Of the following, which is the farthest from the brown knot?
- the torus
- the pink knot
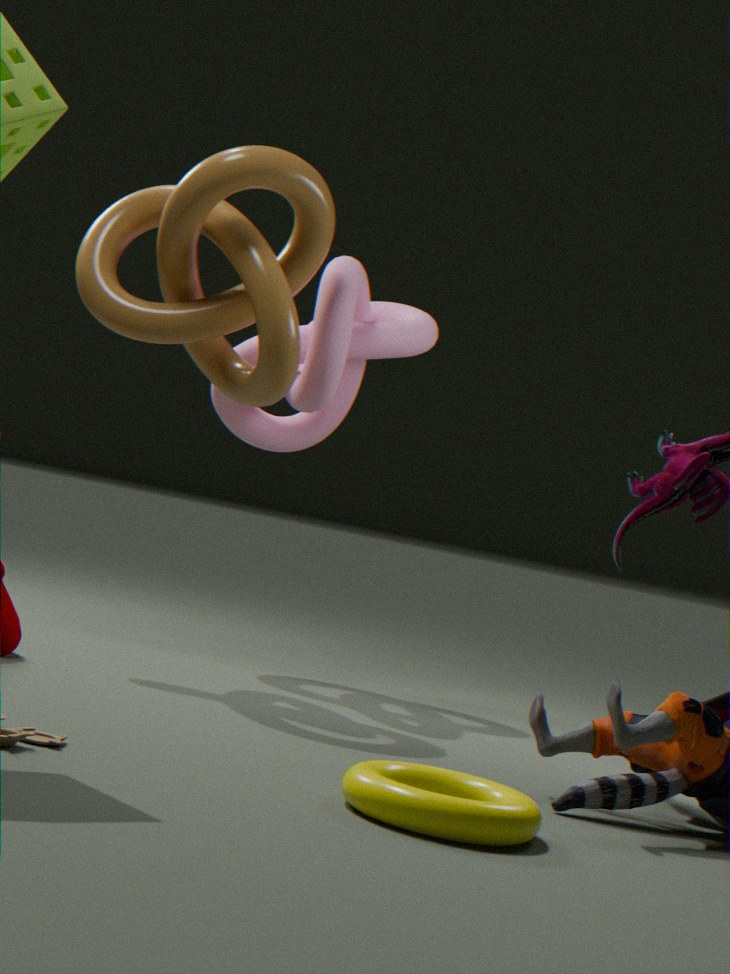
the torus
